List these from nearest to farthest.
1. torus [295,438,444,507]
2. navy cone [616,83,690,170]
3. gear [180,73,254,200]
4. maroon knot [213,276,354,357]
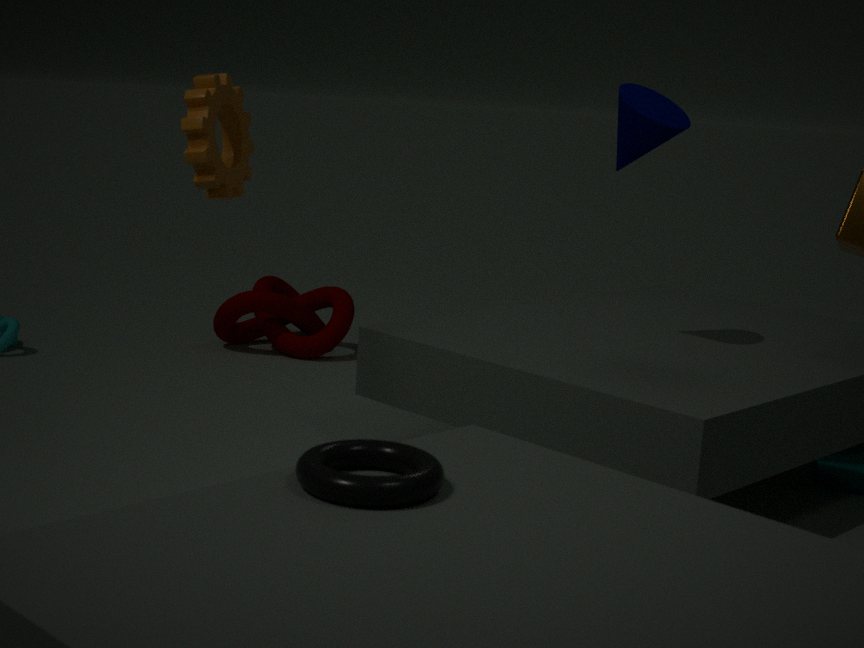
torus [295,438,444,507] < gear [180,73,254,200] < navy cone [616,83,690,170] < maroon knot [213,276,354,357]
